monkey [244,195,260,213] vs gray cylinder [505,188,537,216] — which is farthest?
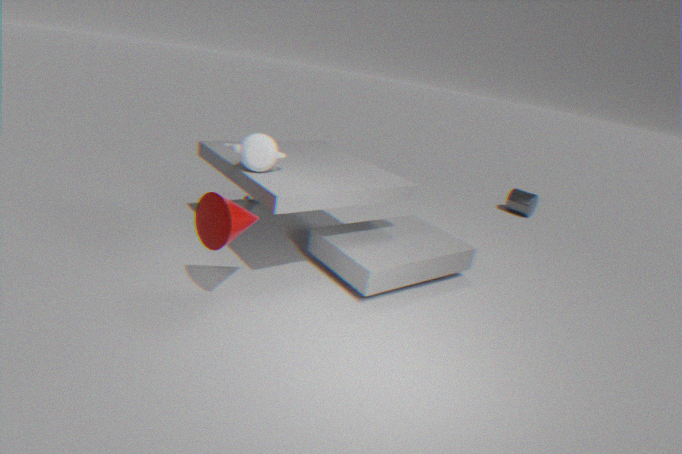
gray cylinder [505,188,537,216]
